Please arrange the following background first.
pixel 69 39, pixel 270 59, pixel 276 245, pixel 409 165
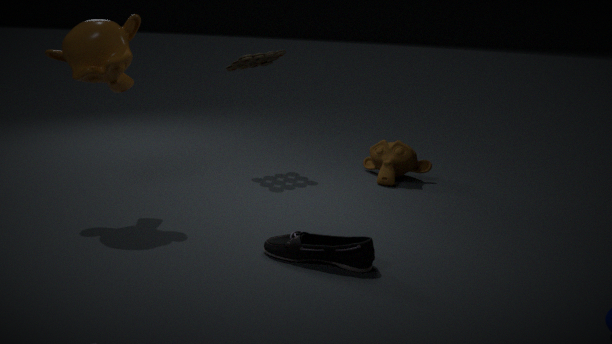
1. pixel 270 59
2. pixel 409 165
3. pixel 69 39
4. pixel 276 245
